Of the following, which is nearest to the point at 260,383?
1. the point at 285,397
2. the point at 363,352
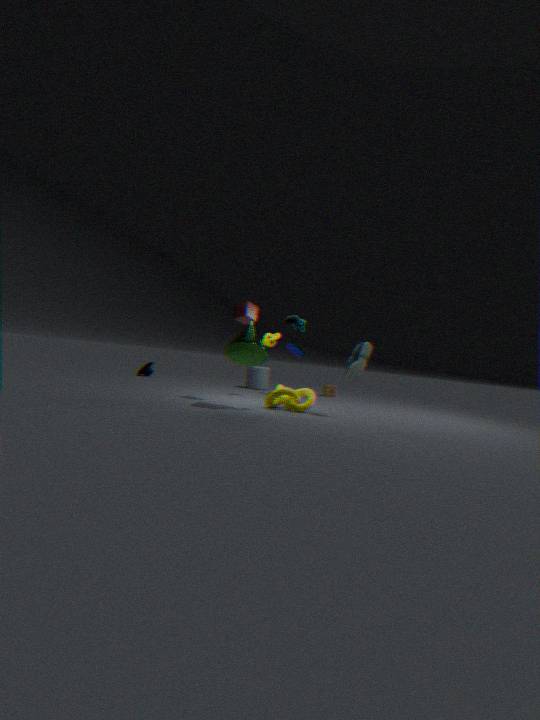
the point at 285,397
